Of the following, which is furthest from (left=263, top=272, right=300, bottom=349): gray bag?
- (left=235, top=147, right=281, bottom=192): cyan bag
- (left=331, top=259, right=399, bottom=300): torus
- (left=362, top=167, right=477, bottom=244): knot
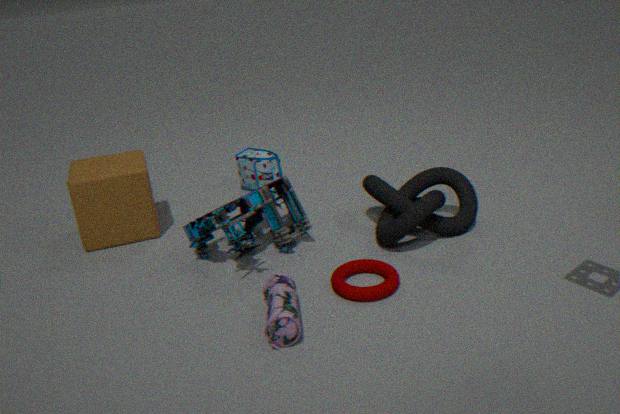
(left=235, top=147, right=281, bottom=192): cyan bag
